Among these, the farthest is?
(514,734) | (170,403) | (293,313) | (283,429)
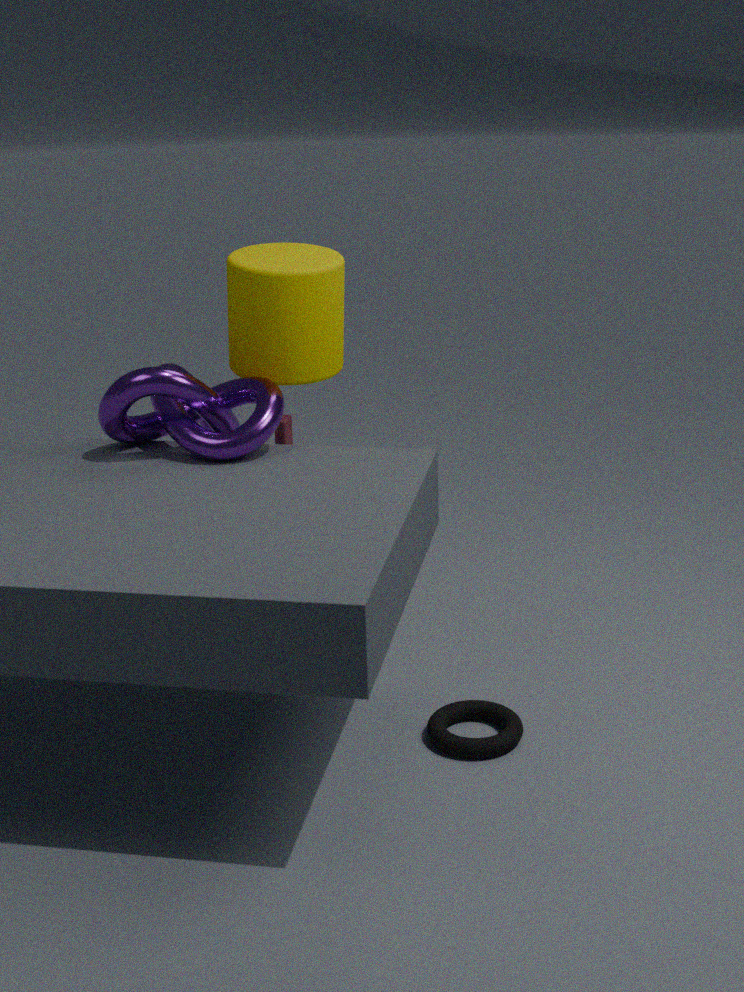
(283,429)
